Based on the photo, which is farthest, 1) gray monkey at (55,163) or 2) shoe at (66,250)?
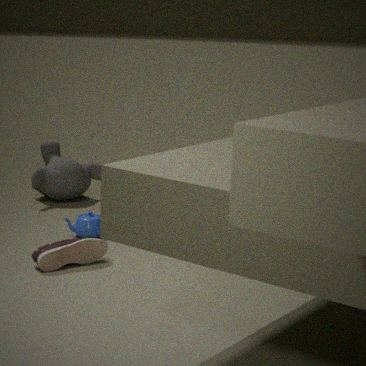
1. gray monkey at (55,163)
